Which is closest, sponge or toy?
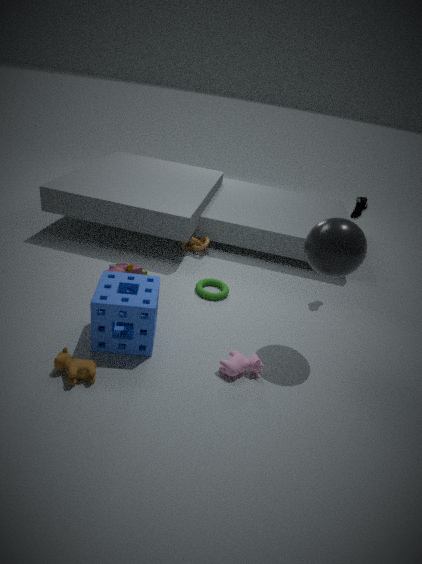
Answer: sponge
